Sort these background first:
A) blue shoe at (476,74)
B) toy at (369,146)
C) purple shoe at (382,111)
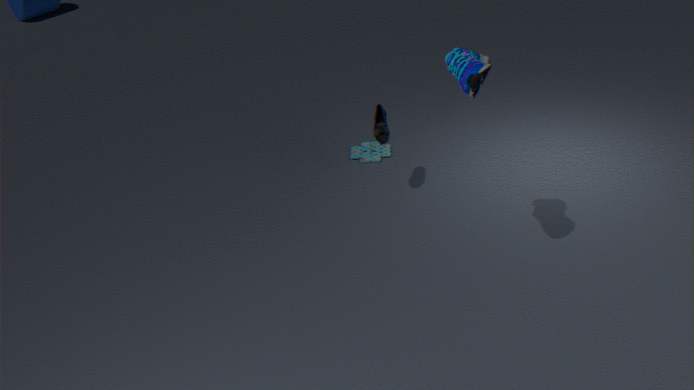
1. toy at (369,146)
2. purple shoe at (382,111)
3. blue shoe at (476,74)
